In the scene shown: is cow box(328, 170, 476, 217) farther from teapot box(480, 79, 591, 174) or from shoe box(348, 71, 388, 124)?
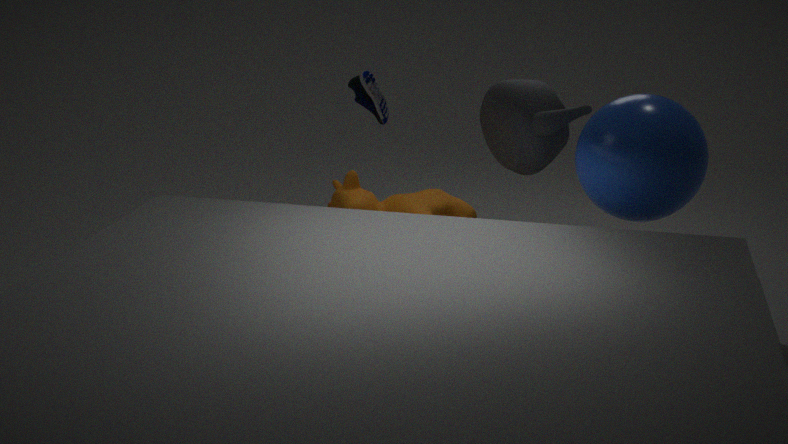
shoe box(348, 71, 388, 124)
